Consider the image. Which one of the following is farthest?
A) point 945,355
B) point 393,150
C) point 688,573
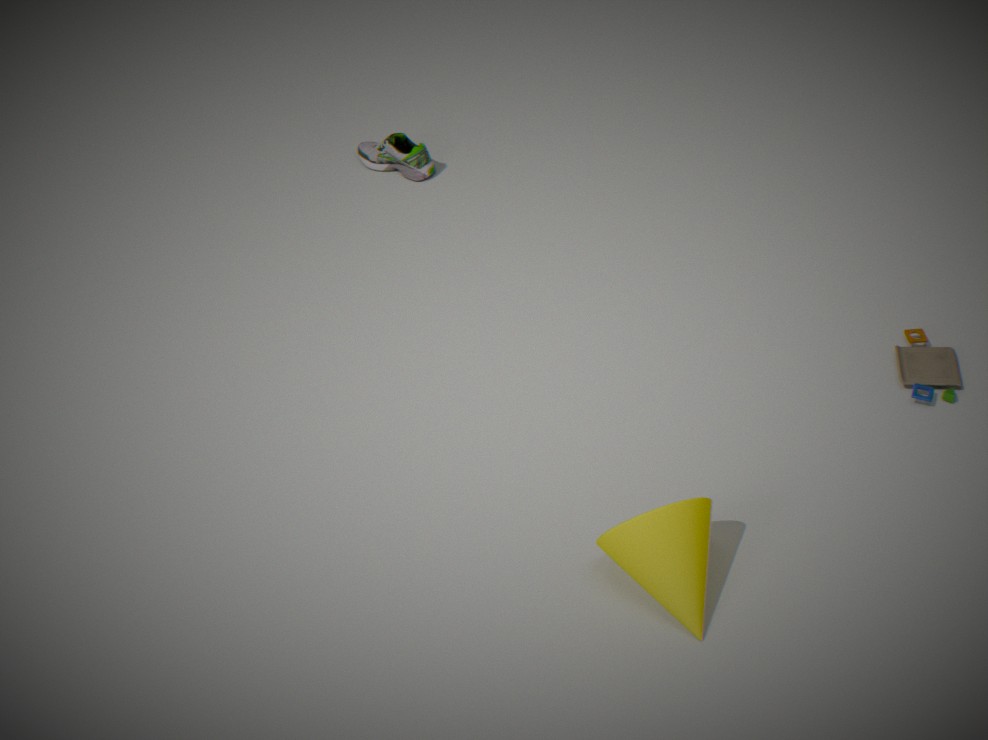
point 393,150
